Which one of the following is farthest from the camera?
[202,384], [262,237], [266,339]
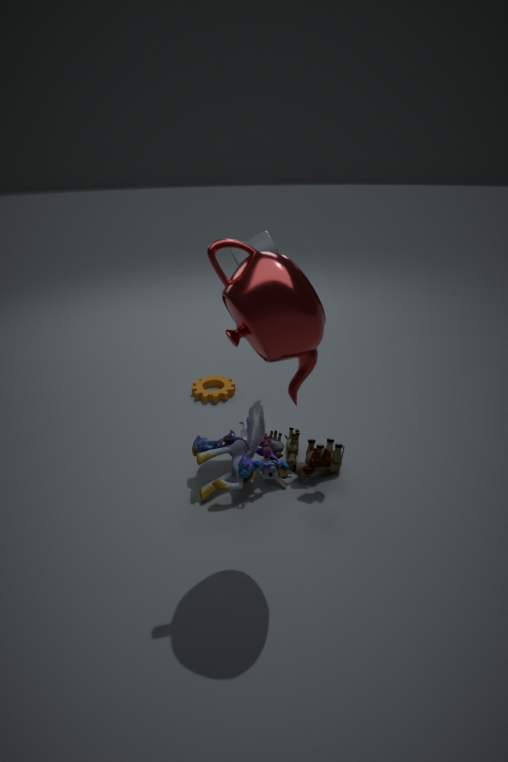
[202,384]
